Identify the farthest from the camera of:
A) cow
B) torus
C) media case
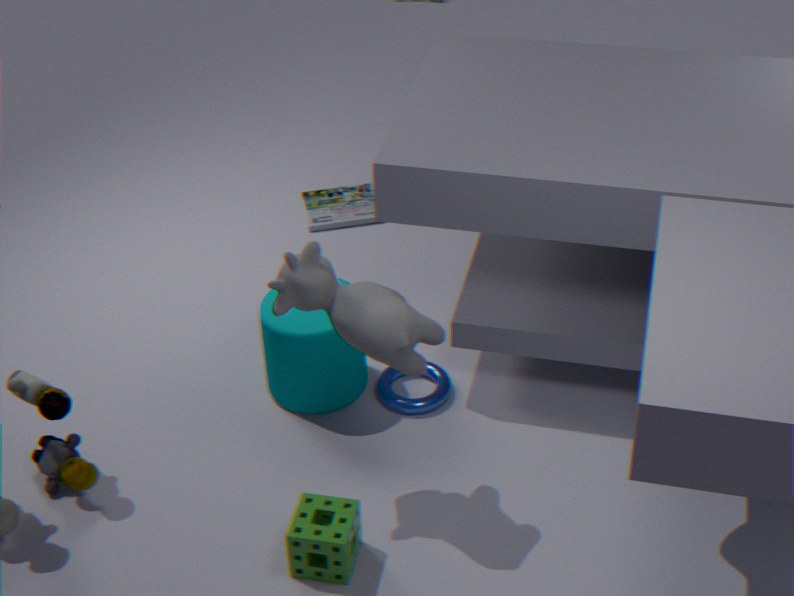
media case
